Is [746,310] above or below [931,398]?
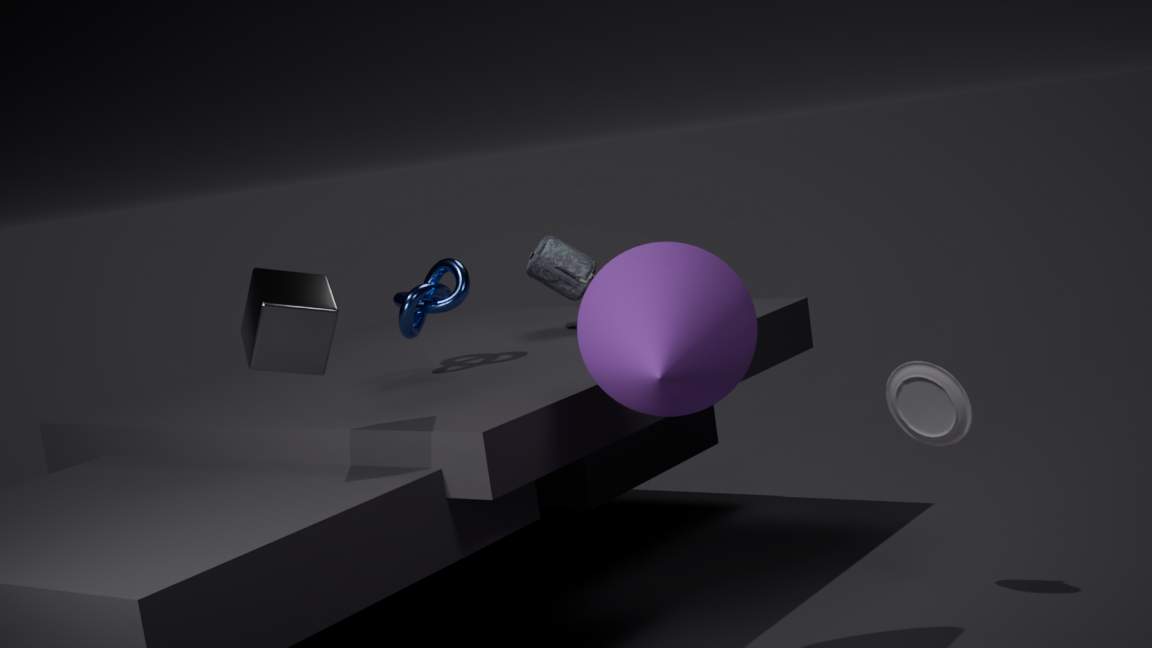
above
